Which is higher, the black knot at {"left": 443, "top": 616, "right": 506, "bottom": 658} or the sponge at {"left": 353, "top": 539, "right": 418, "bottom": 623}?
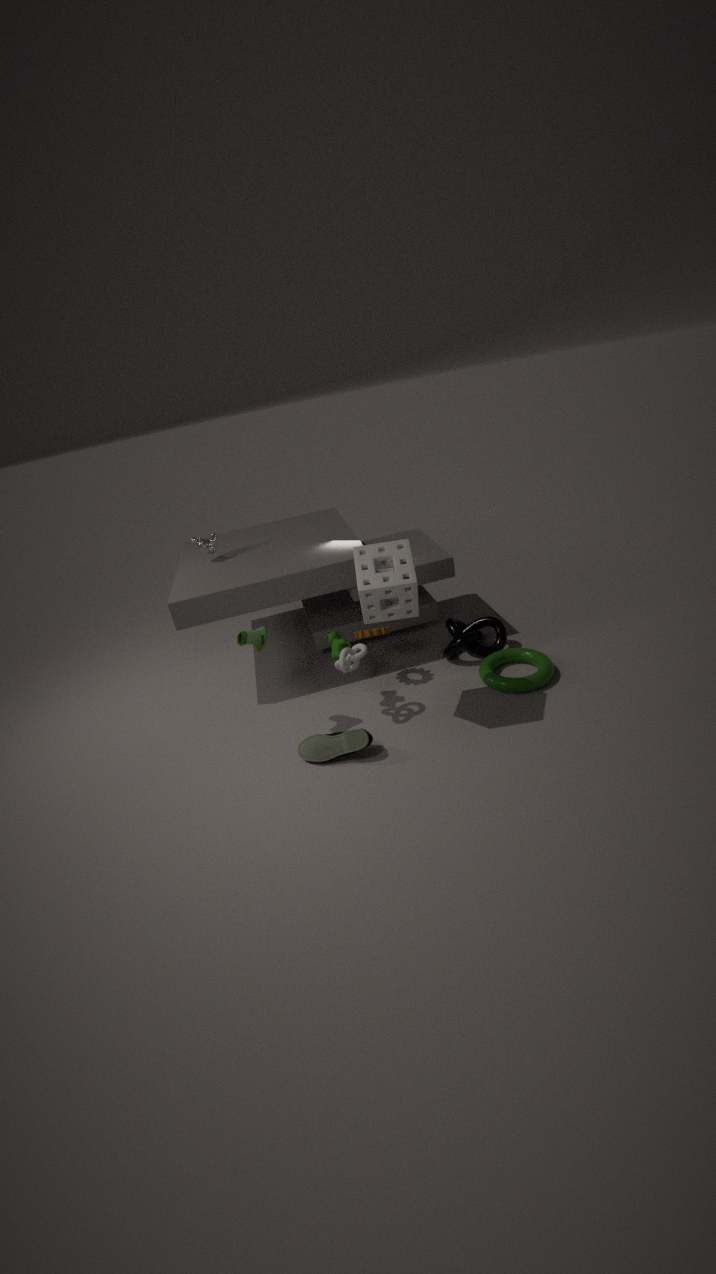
the sponge at {"left": 353, "top": 539, "right": 418, "bottom": 623}
